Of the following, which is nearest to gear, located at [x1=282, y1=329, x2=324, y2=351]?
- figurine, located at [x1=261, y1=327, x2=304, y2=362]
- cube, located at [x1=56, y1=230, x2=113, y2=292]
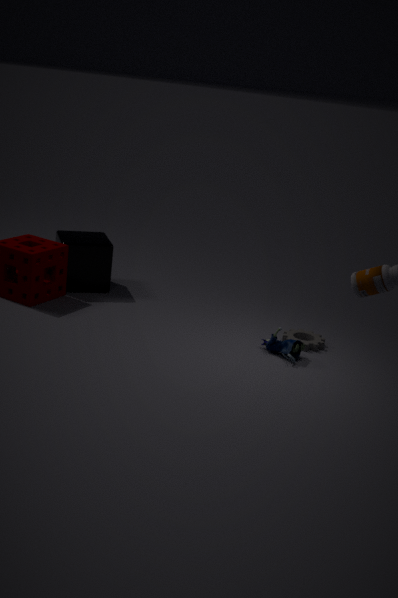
figurine, located at [x1=261, y1=327, x2=304, y2=362]
